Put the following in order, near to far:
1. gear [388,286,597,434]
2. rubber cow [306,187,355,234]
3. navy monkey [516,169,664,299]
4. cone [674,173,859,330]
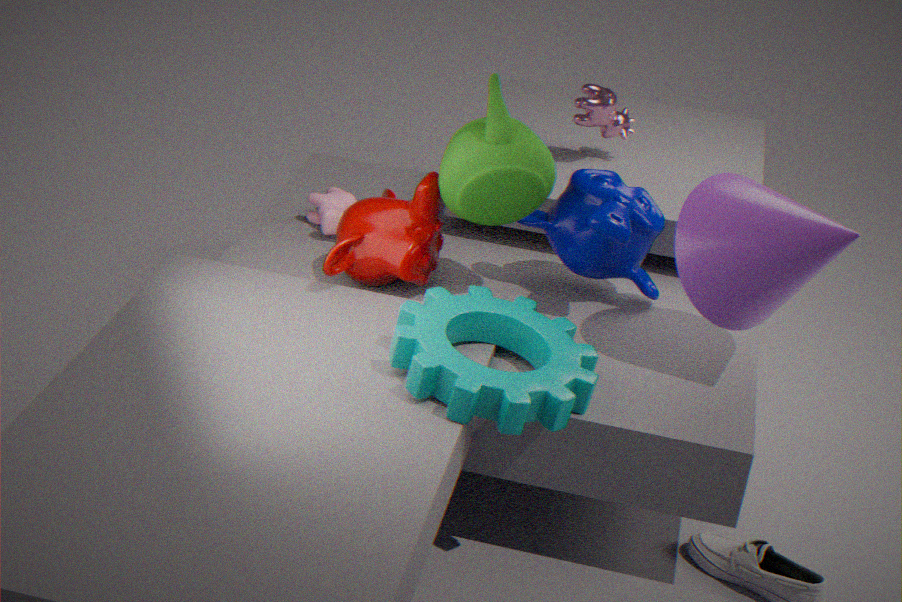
gear [388,286,597,434] < cone [674,173,859,330] < navy monkey [516,169,664,299] < rubber cow [306,187,355,234]
